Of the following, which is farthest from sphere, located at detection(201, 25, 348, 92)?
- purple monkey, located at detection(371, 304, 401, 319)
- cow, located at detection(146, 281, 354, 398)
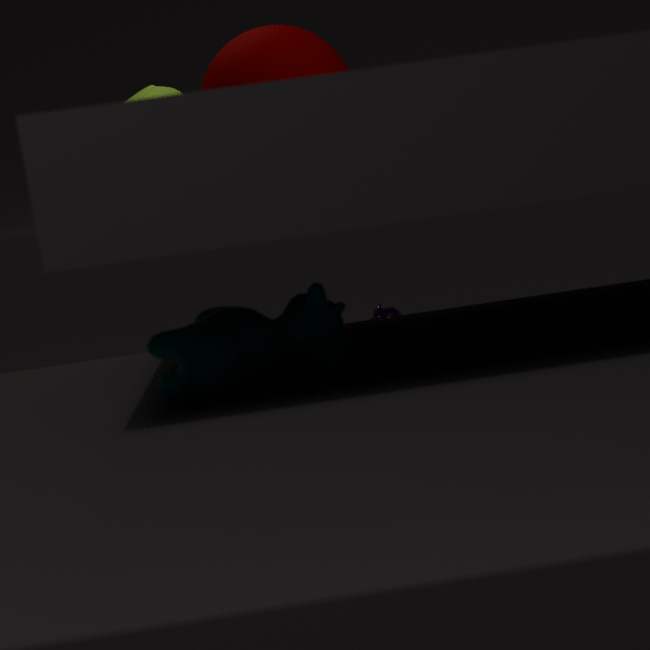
purple monkey, located at detection(371, 304, 401, 319)
